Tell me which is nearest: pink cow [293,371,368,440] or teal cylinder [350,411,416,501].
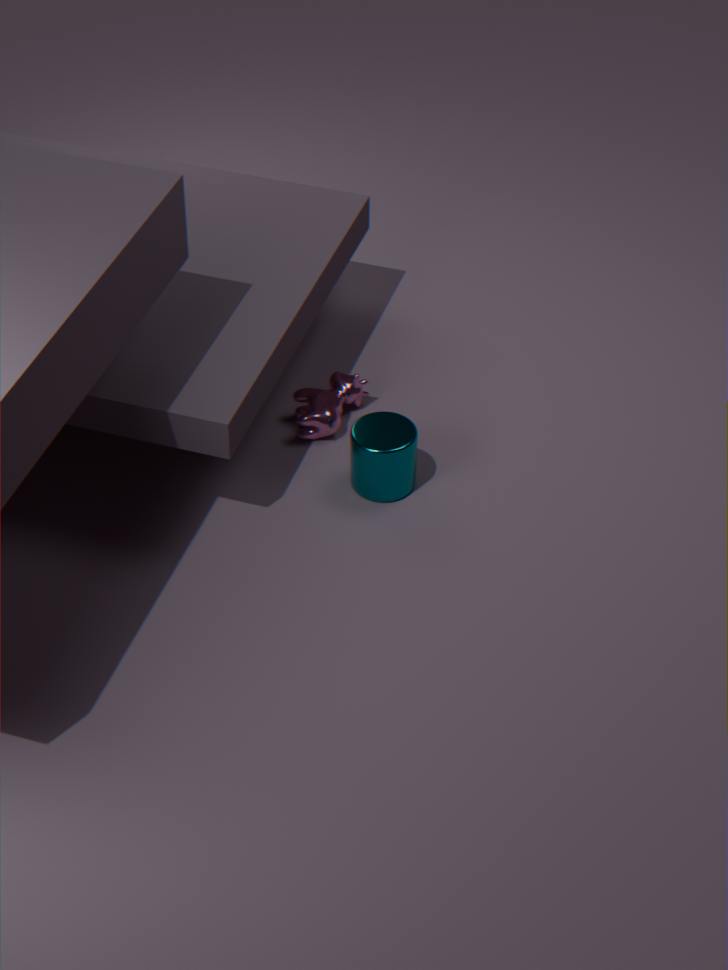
teal cylinder [350,411,416,501]
